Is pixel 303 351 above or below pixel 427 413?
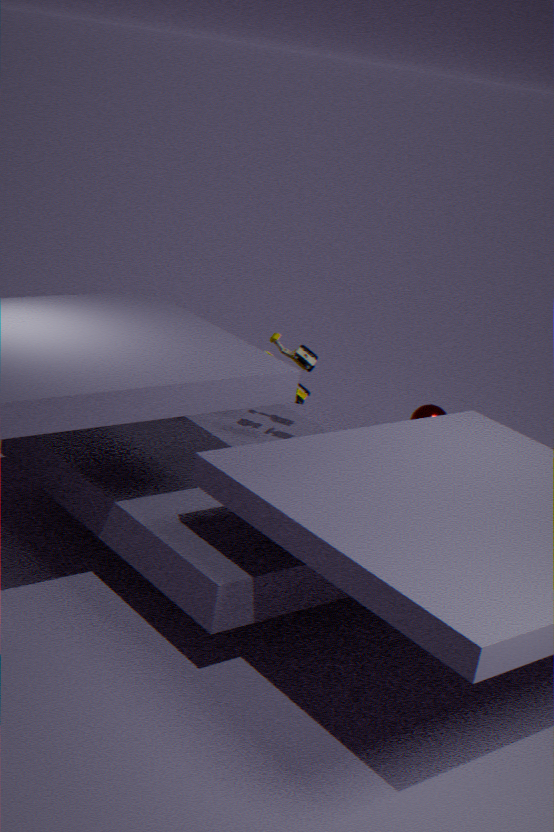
above
